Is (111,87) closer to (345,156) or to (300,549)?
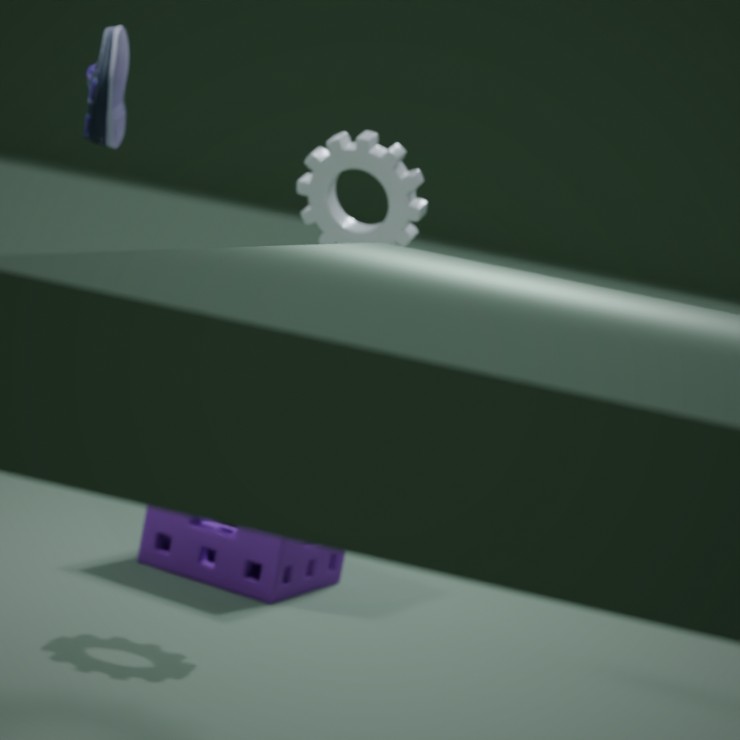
(345,156)
